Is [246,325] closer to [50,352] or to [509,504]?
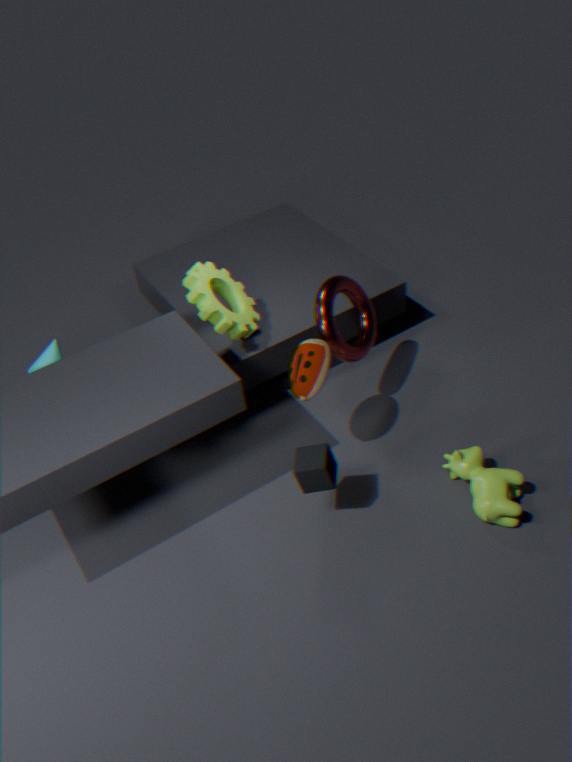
[50,352]
